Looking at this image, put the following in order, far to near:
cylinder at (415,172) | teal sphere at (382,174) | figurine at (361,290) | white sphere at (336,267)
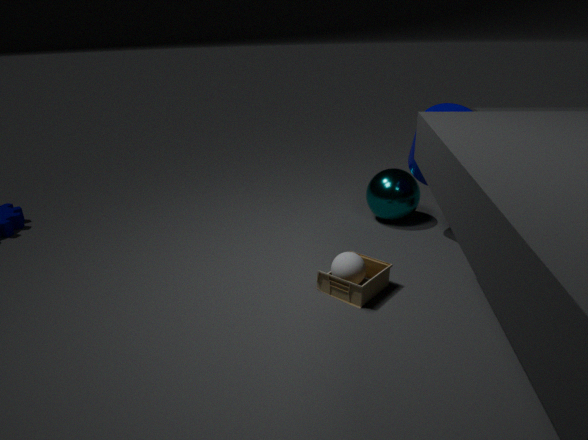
teal sphere at (382,174)
cylinder at (415,172)
white sphere at (336,267)
figurine at (361,290)
